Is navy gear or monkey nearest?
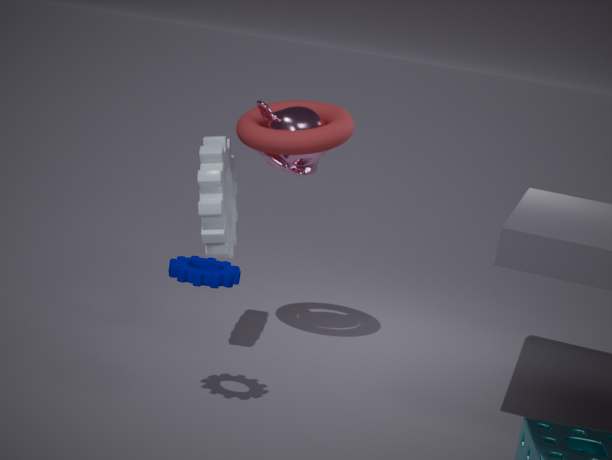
navy gear
